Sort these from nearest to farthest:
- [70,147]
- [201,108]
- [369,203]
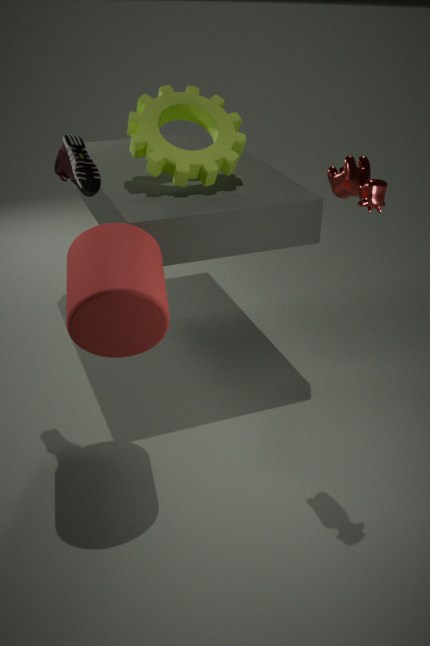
1. [369,203]
2. [70,147]
3. [201,108]
